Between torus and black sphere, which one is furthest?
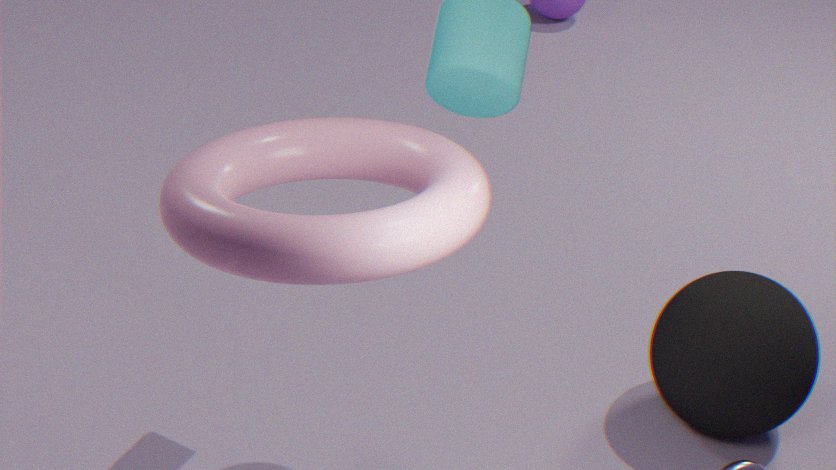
black sphere
